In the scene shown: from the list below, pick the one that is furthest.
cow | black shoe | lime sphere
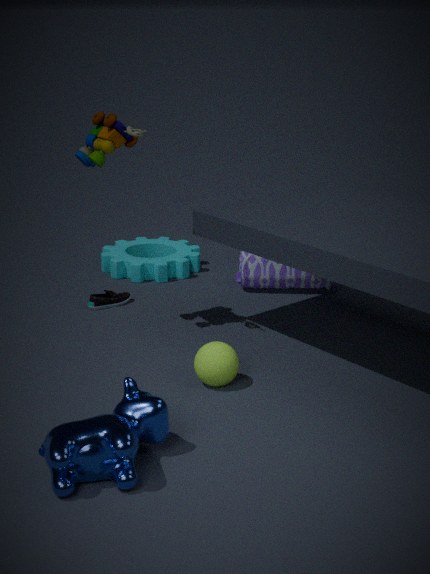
black shoe
